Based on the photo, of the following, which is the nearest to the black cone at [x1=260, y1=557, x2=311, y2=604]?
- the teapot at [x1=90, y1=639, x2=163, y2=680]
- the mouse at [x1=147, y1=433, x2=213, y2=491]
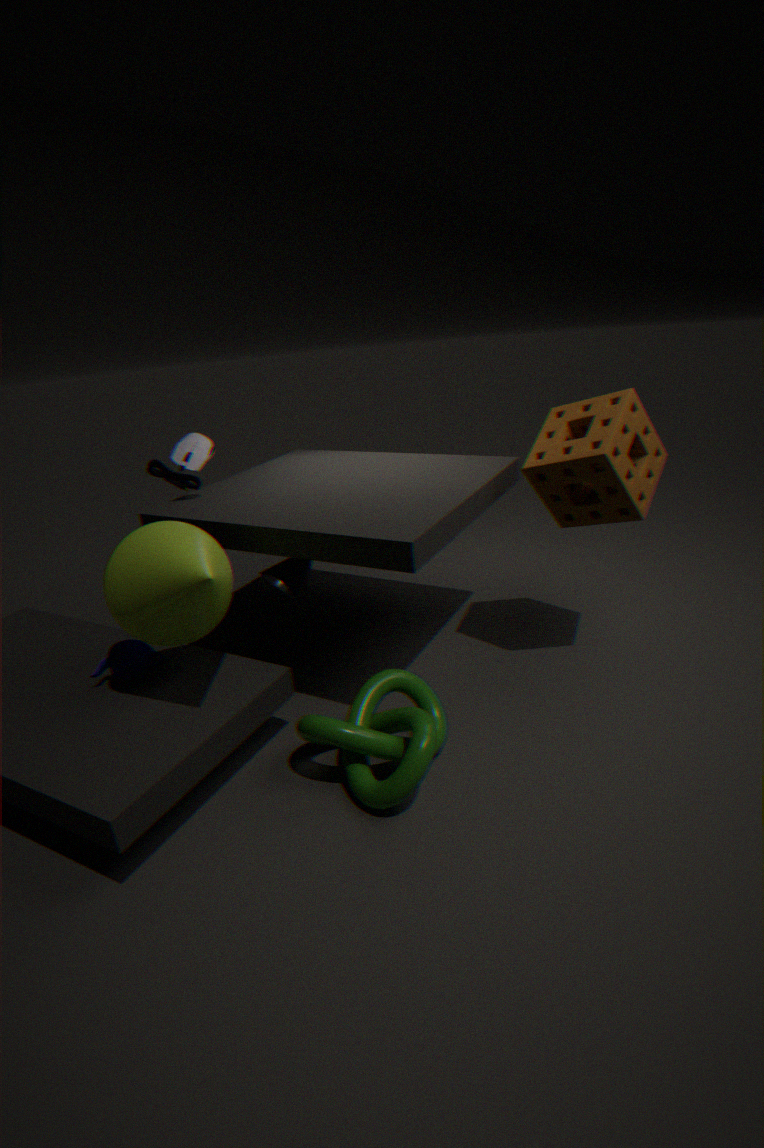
the teapot at [x1=90, y1=639, x2=163, y2=680]
